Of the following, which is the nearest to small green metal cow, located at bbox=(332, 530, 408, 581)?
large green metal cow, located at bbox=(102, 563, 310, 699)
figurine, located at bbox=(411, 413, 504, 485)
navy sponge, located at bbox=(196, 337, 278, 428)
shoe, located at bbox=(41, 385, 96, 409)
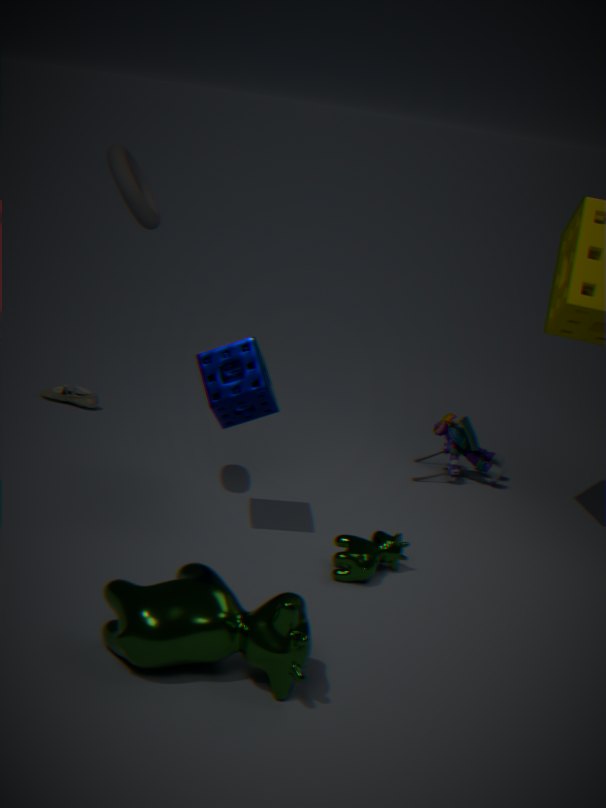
navy sponge, located at bbox=(196, 337, 278, 428)
